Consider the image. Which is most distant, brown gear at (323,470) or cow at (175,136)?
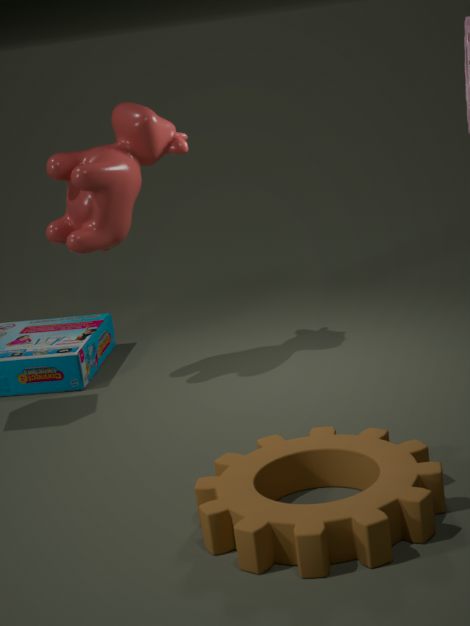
cow at (175,136)
